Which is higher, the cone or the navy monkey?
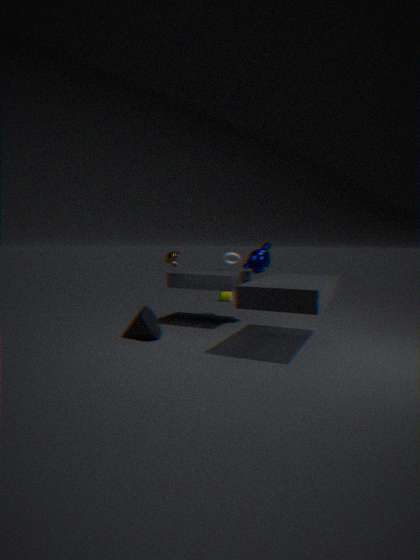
the navy monkey
